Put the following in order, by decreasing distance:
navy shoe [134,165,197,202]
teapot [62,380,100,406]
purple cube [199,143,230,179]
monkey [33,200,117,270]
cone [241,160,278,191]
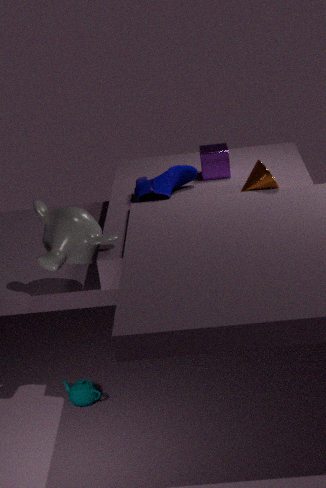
1. purple cube [199,143,230,179]
2. navy shoe [134,165,197,202]
3. cone [241,160,278,191]
4. teapot [62,380,100,406]
5. monkey [33,200,117,270]
